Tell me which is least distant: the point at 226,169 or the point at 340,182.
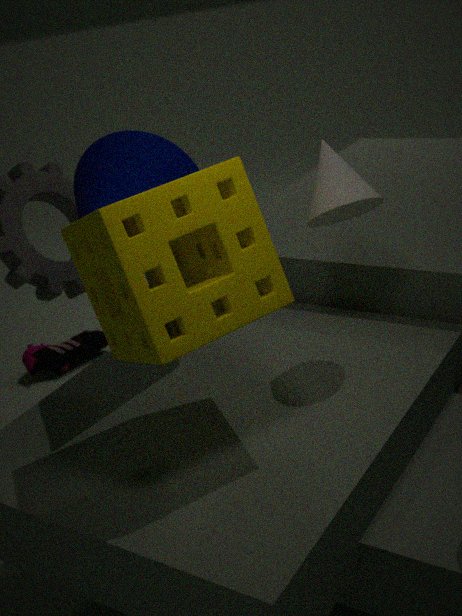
the point at 226,169
